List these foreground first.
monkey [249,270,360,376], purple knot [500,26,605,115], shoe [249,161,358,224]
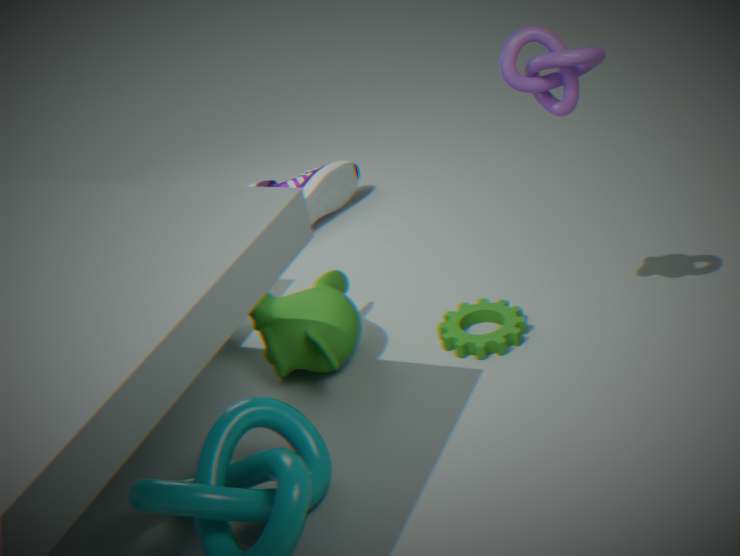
purple knot [500,26,605,115] < monkey [249,270,360,376] < shoe [249,161,358,224]
